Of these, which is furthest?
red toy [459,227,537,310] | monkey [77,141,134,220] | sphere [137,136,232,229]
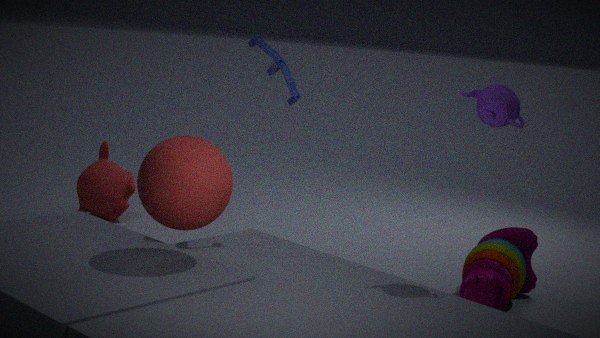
monkey [77,141,134,220]
